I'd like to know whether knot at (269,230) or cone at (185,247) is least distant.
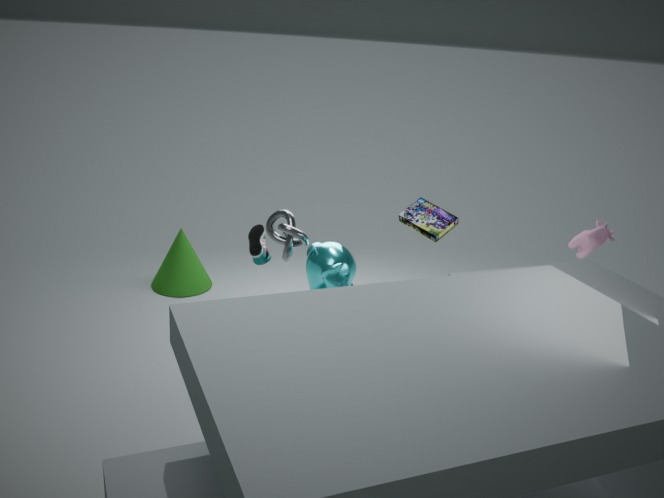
knot at (269,230)
